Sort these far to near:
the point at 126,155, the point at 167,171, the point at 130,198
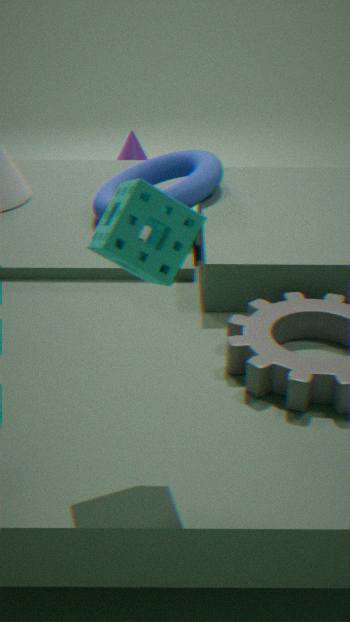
the point at 126,155
the point at 167,171
the point at 130,198
